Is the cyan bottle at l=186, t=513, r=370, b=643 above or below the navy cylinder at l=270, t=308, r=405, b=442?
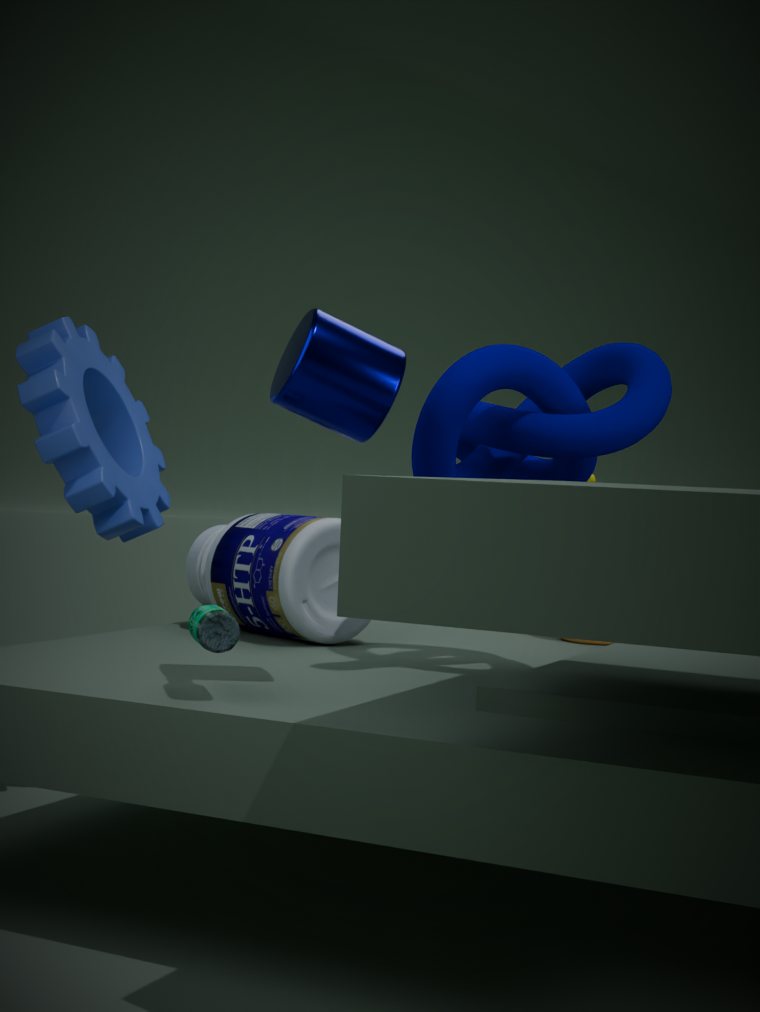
below
